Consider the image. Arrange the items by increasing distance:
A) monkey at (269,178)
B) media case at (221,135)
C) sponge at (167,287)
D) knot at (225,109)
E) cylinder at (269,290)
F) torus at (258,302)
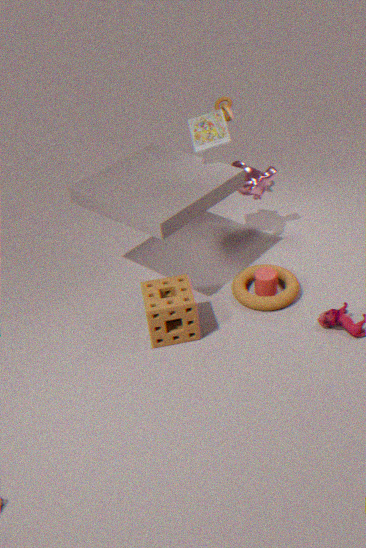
sponge at (167,287) < torus at (258,302) < cylinder at (269,290) < media case at (221,135) < monkey at (269,178) < knot at (225,109)
